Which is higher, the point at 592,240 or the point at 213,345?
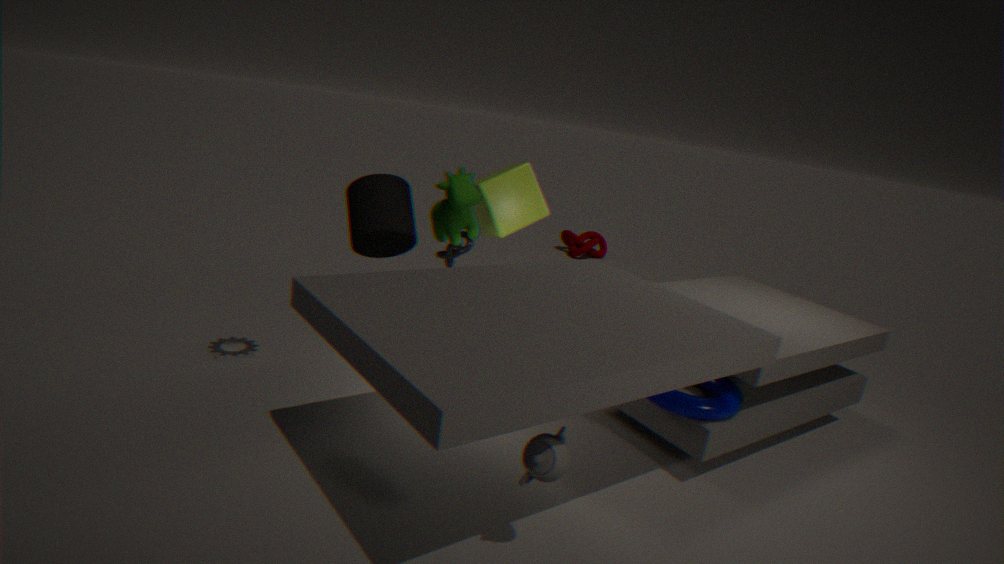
the point at 592,240
